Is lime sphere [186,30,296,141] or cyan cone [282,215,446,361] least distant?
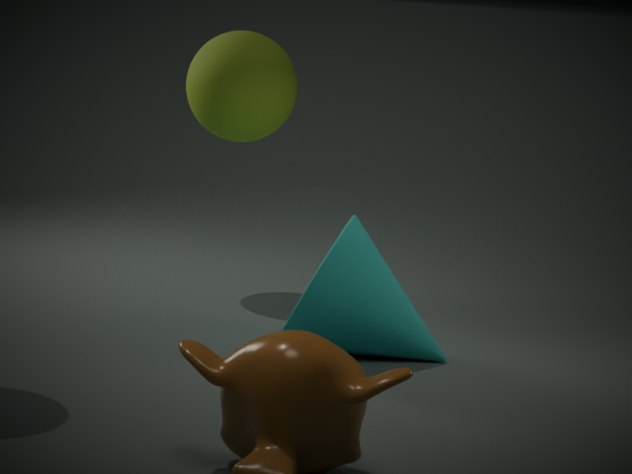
cyan cone [282,215,446,361]
